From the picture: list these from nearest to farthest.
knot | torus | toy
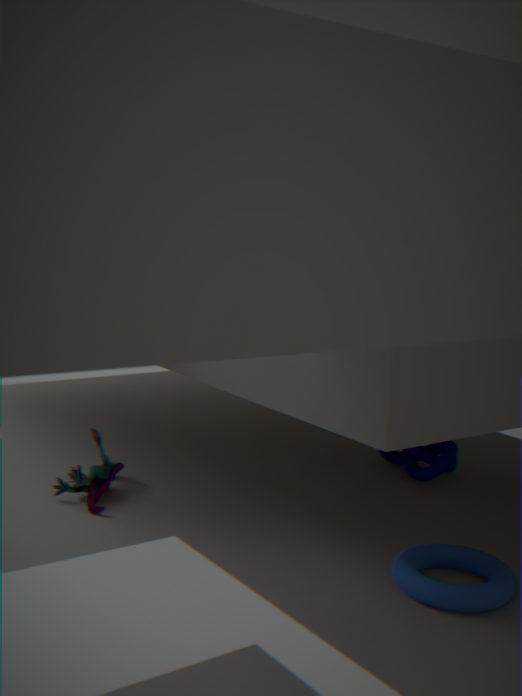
1. torus
2. toy
3. knot
